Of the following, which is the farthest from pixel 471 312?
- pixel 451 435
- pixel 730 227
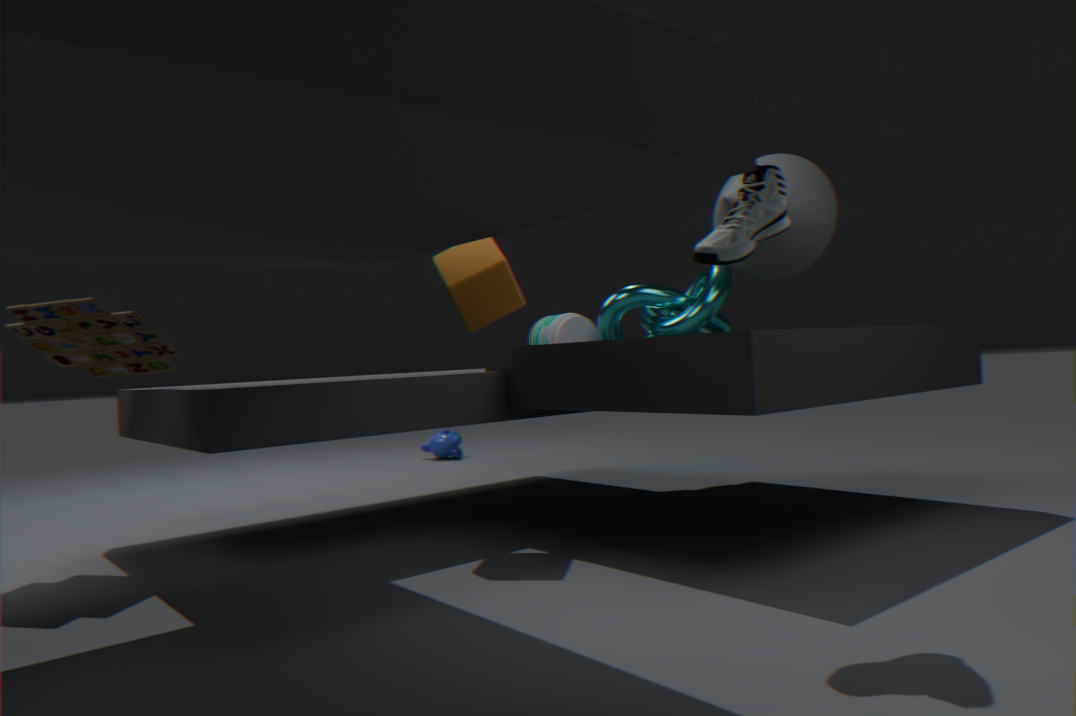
pixel 451 435
